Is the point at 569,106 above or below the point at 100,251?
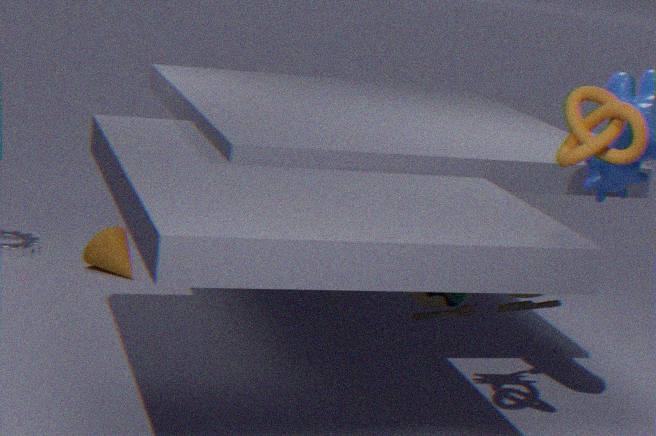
above
